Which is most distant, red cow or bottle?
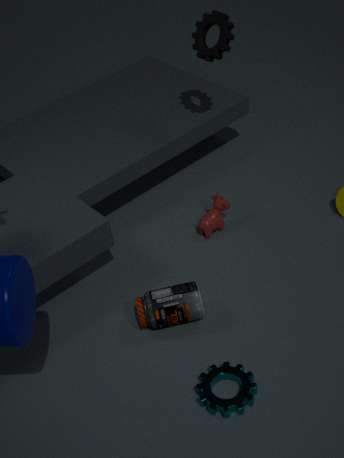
red cow
